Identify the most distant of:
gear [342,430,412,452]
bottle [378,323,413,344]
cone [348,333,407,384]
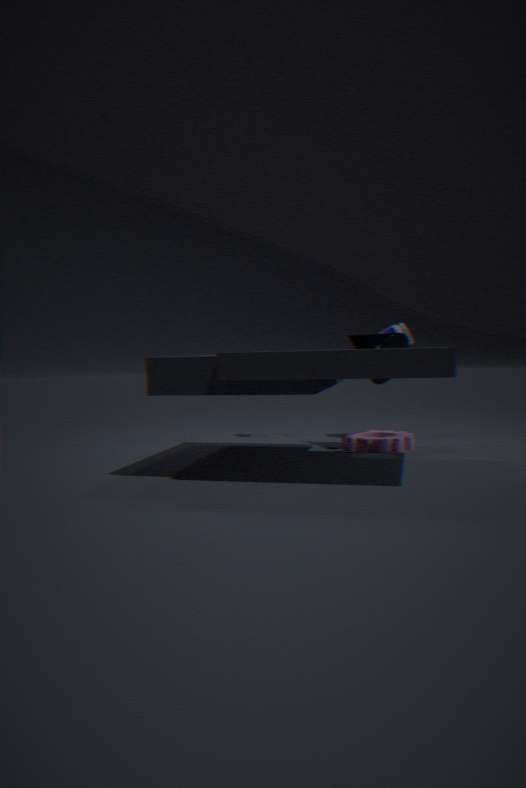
bottle [378,323,413,344]
